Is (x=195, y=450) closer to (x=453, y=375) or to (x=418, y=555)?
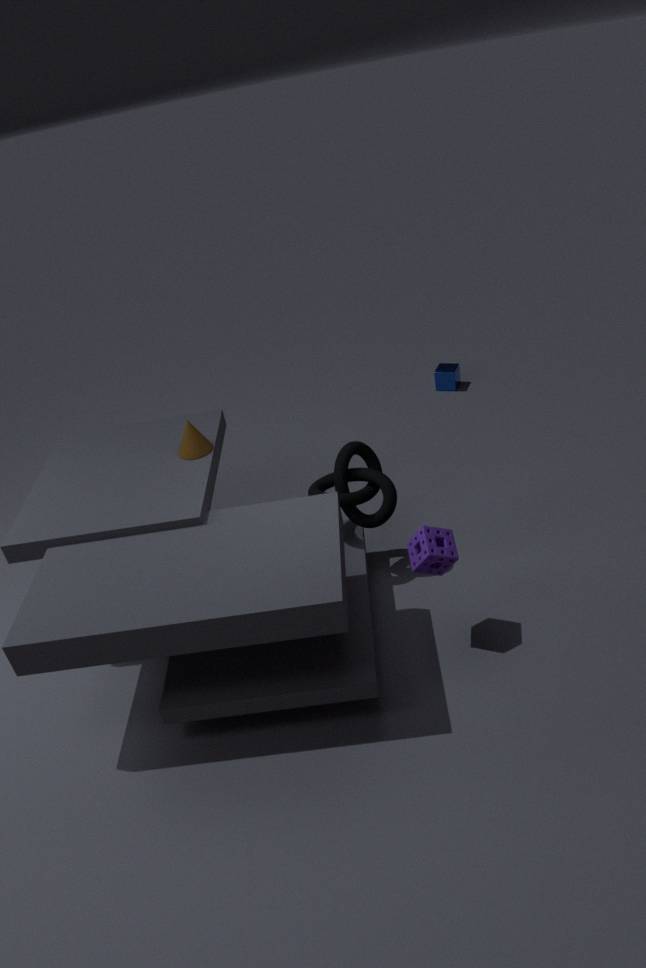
(x=418, y=555)
